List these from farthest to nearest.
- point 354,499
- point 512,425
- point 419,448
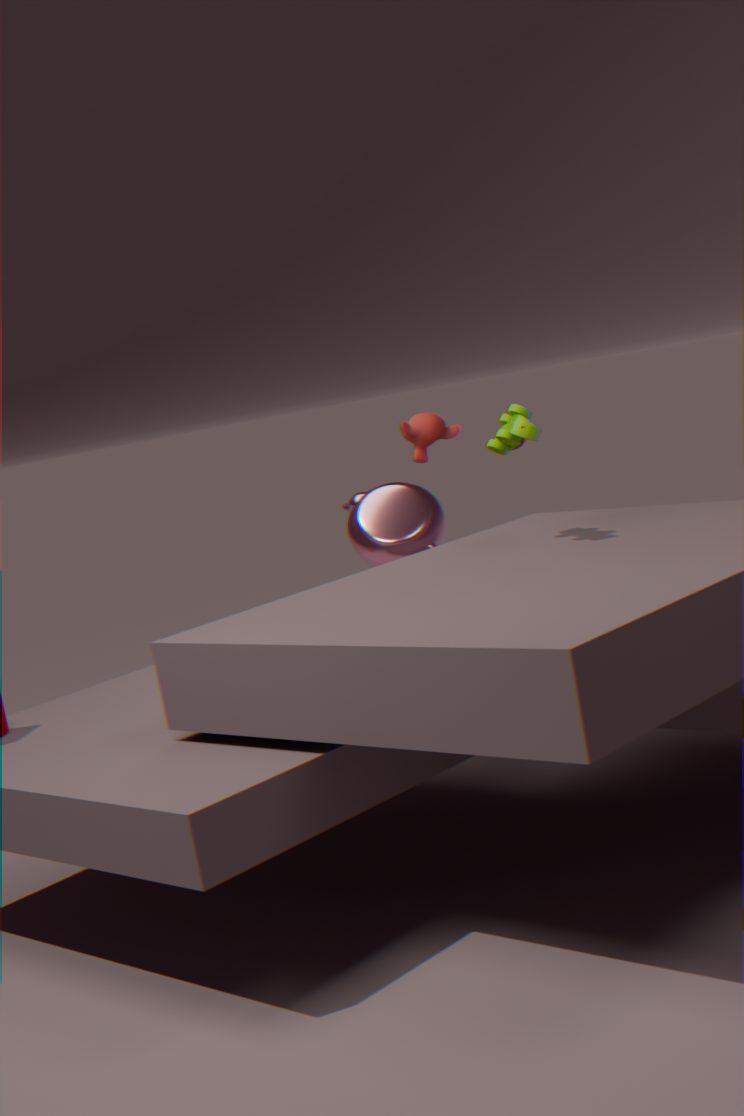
point 419,448
point 354,499
point 512,425
